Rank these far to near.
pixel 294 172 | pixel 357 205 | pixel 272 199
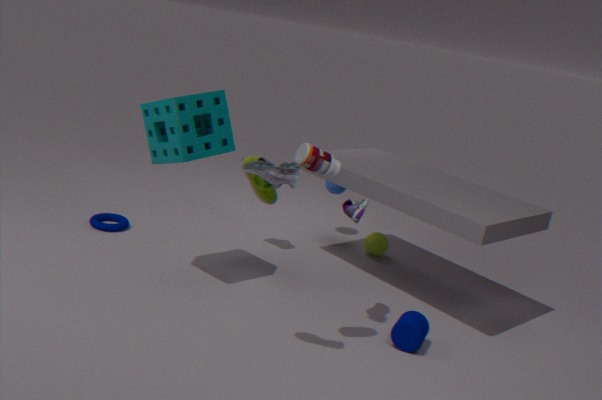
pixel 272 199
pixel 357 205
pixel 294 172
